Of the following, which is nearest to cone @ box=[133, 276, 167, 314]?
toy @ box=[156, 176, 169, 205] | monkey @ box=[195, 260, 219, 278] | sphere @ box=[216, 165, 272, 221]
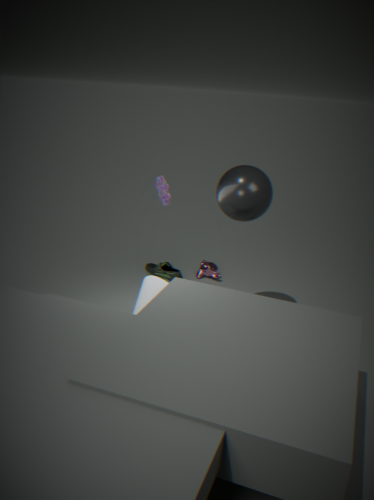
toy @ box=[156, 176, 169, 205]
